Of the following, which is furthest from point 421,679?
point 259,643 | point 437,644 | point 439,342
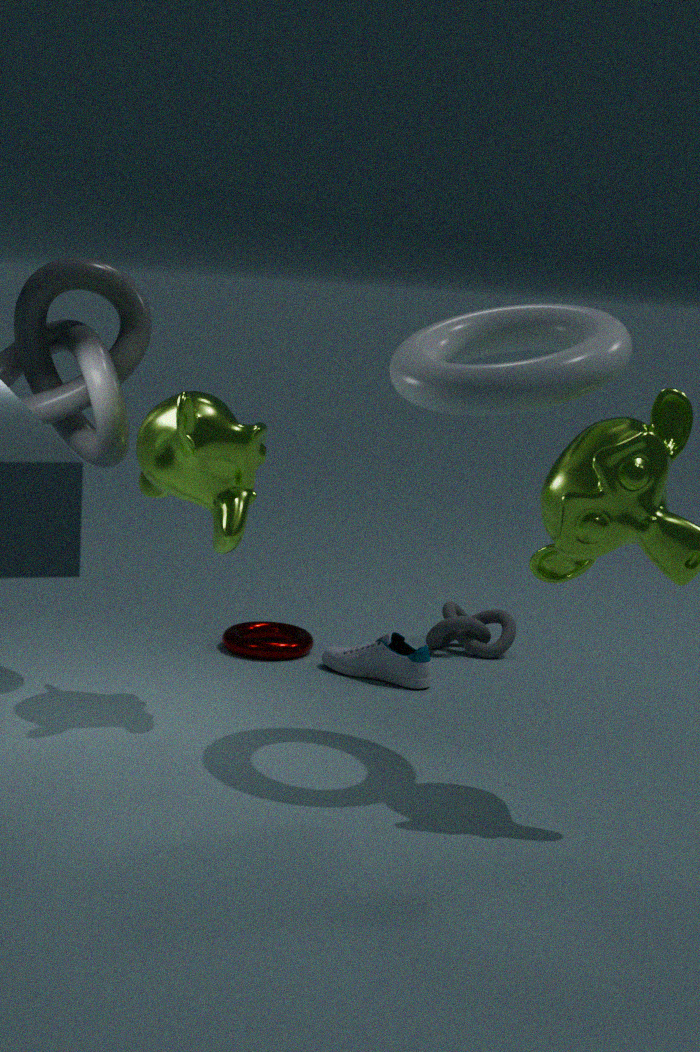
point 439,342
